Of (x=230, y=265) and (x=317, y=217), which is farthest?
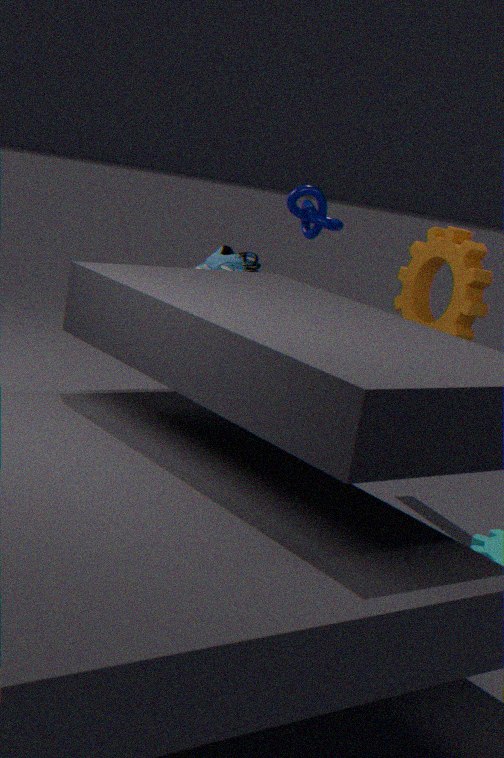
(x=317, y=217)
